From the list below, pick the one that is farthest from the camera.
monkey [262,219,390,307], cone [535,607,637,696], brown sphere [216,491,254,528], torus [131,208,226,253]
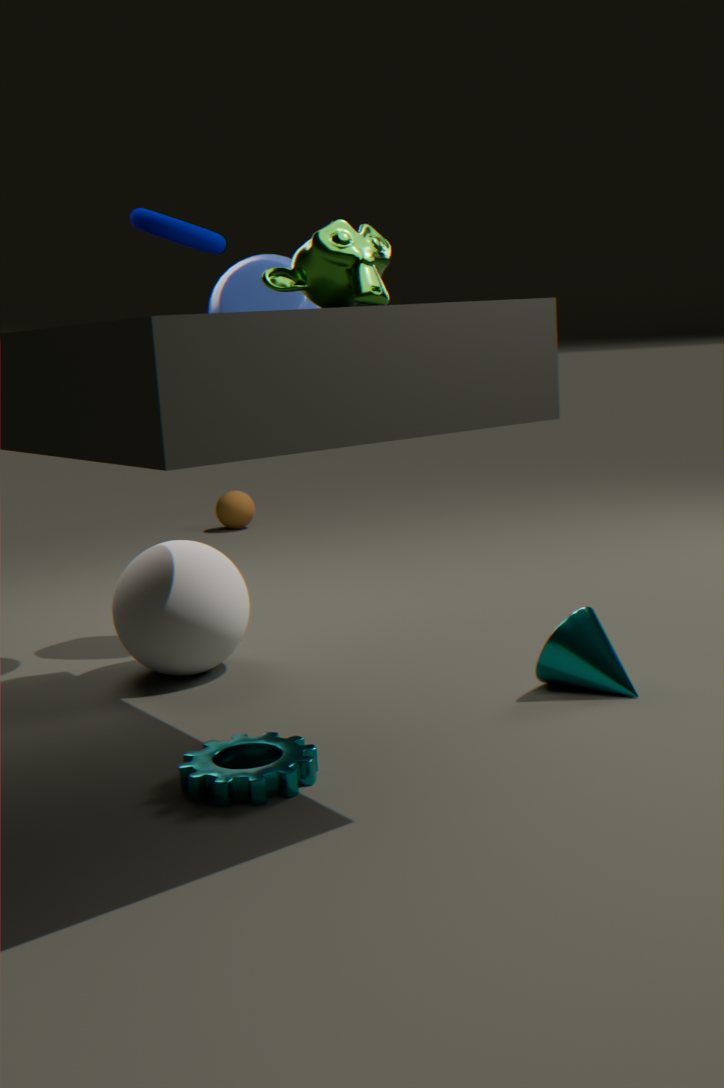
brown sphere [216,491,254,528]
